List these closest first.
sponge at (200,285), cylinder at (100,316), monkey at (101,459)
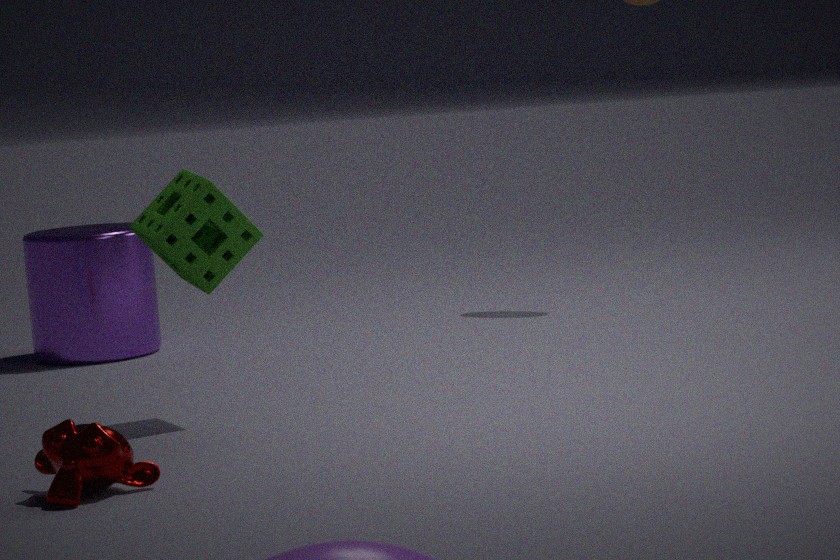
1. monkey at (101,459)
2. sponge at (200,285)
3. cylinder at (100,316)
